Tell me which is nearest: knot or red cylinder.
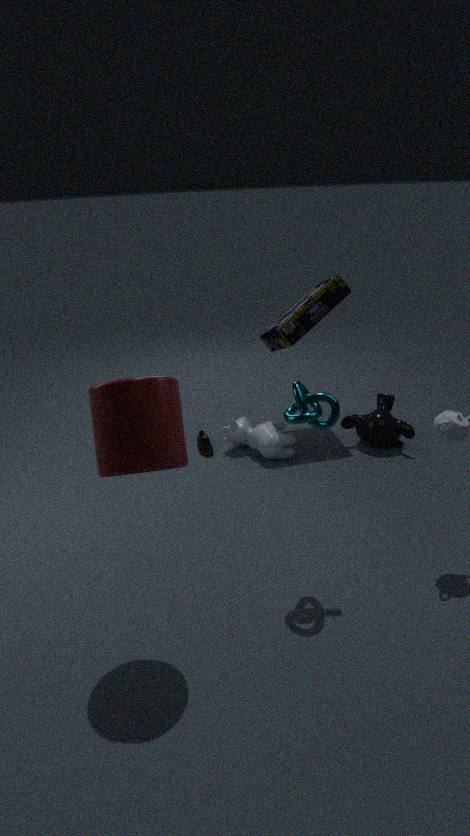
red cylinder
